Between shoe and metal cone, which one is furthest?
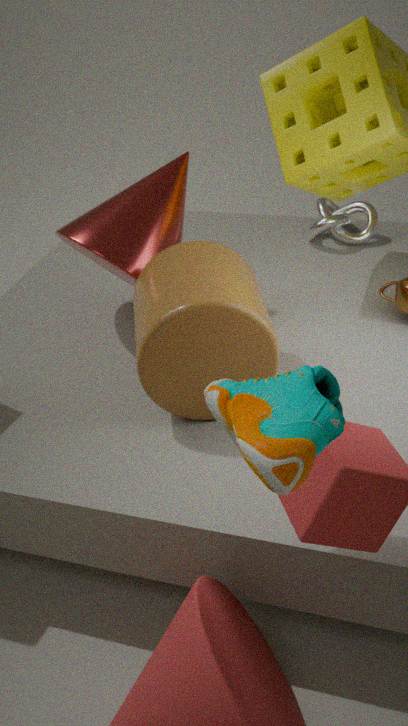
metal cone
